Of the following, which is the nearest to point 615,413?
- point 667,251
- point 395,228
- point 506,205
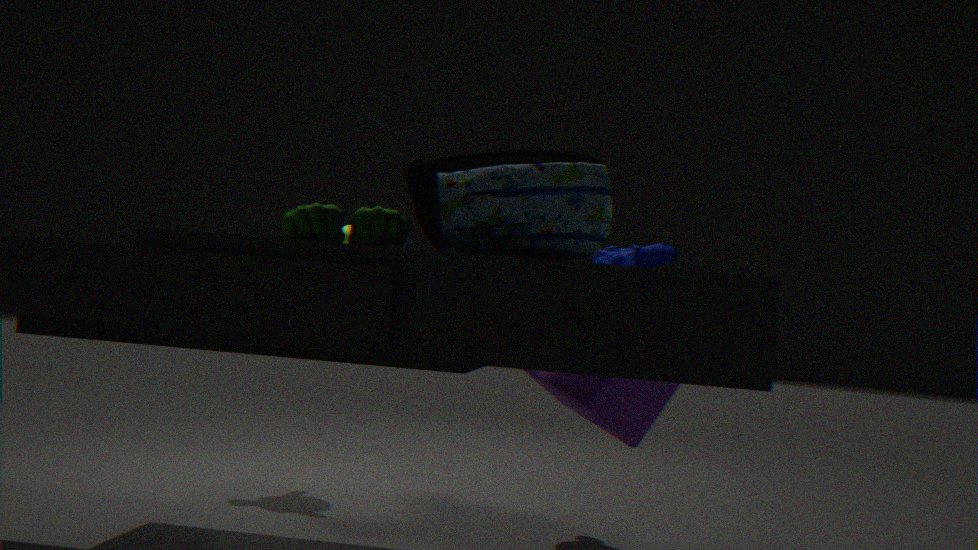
point 667,251
